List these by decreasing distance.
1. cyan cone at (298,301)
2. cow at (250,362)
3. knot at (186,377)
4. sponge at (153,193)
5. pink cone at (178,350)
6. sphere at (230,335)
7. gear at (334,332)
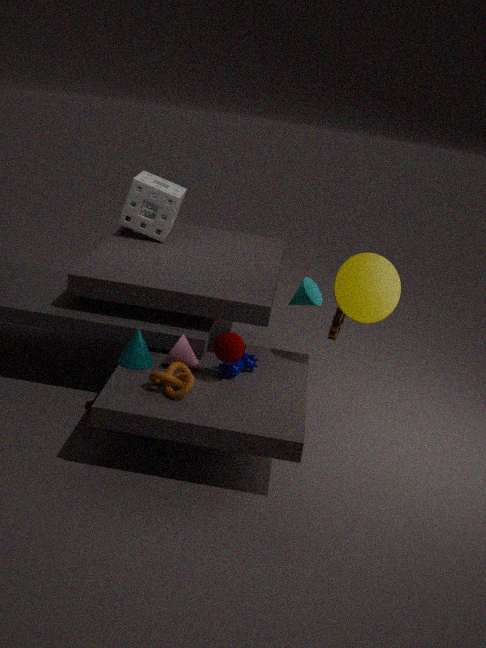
1. sponge at (153,193)
2. cyan cone at (298,301)
3. gear at (334,332)
4. cow at (250,362)
5. pink cone at (178,350)
6. sphere at (230,335)
7. knot at (186,377)
